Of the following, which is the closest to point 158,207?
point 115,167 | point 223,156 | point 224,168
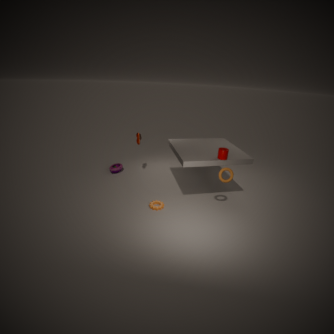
point 224,168
